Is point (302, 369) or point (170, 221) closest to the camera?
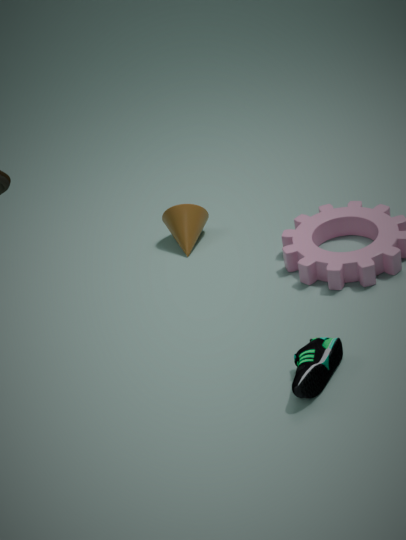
point (302, 369)
